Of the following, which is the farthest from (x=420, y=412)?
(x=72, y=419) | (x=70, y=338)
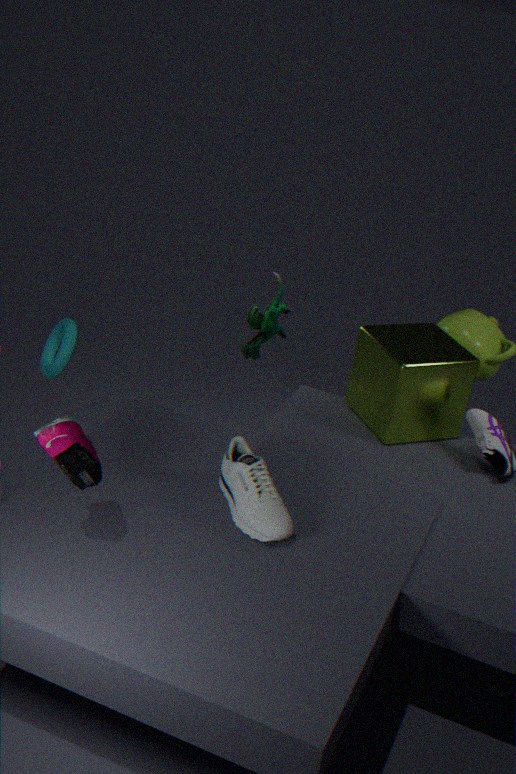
(x=72, y=419)
